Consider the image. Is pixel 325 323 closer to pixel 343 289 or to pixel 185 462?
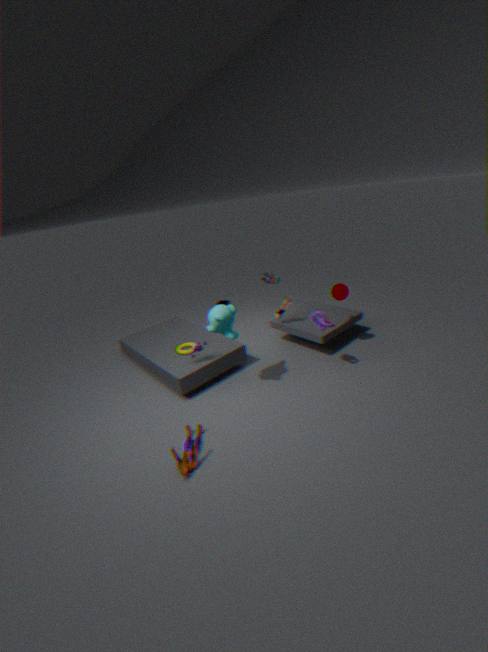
pixel 343 289
